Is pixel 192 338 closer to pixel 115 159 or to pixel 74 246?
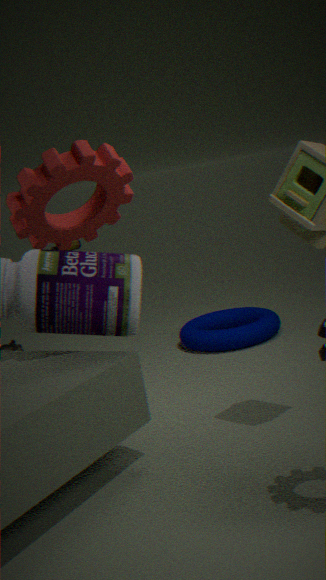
pixel 115 159
